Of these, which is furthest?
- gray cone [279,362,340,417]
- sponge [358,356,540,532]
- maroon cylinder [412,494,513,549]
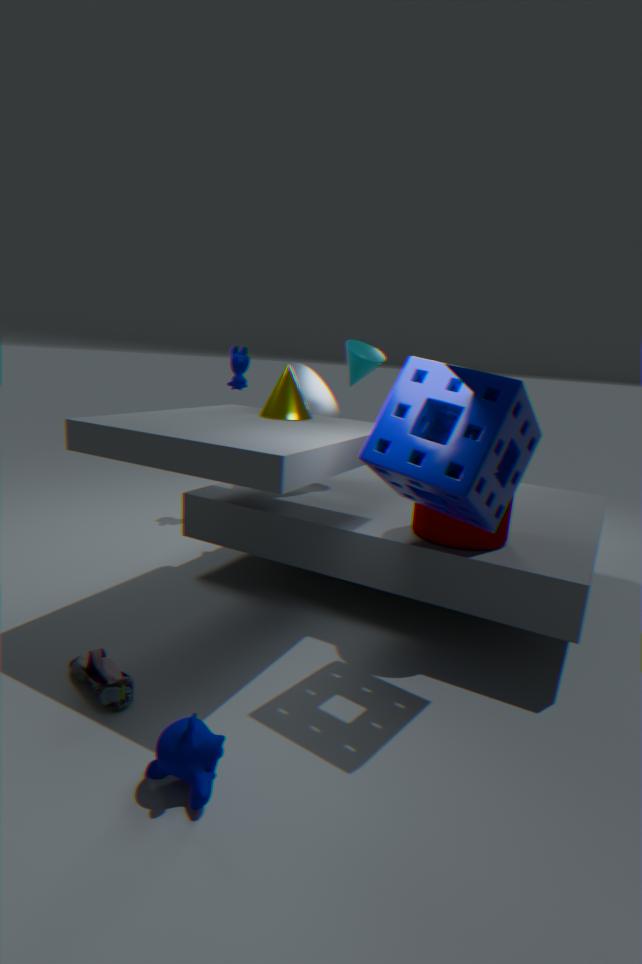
gray cone [279,362,340,417]
